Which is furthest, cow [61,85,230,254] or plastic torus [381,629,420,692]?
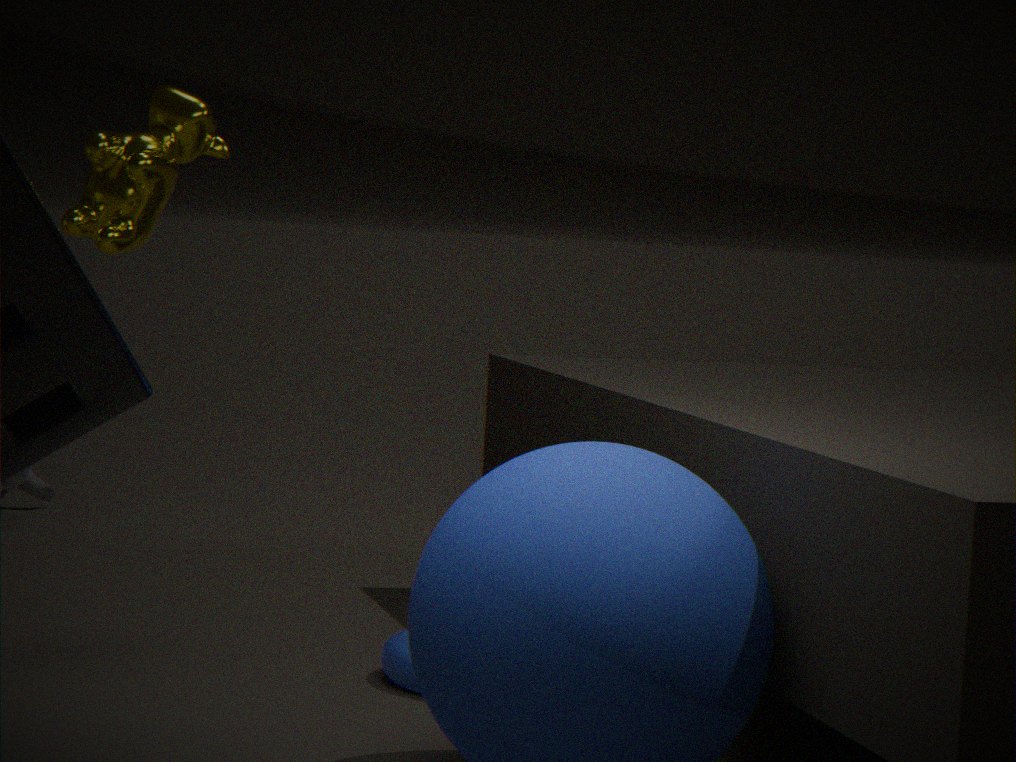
cow [61,85,230,254]
